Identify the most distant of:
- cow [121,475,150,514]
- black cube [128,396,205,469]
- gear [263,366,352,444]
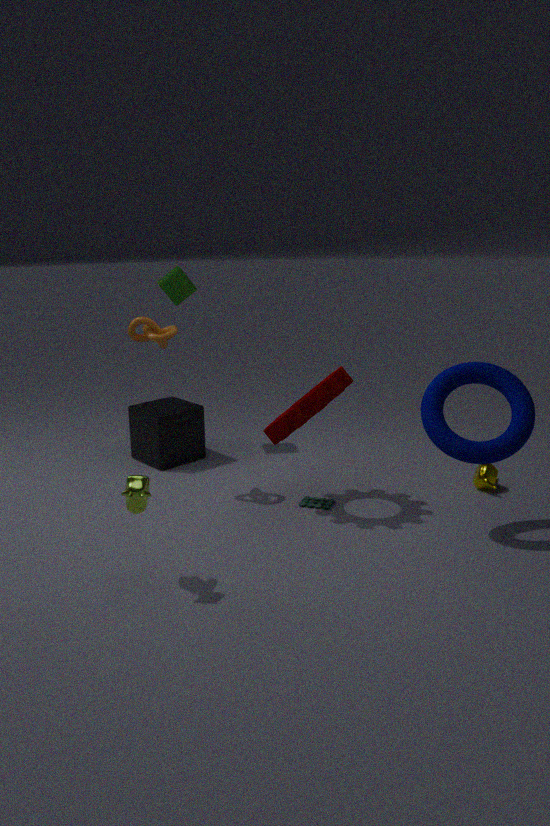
black cube [128,396,205,469]
